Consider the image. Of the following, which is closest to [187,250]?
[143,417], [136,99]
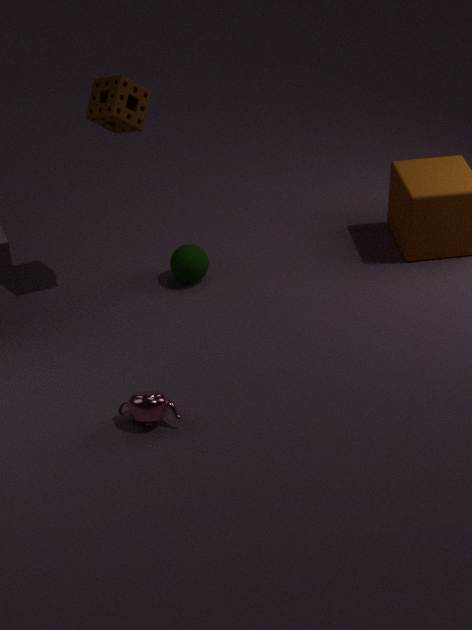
[136,99]
